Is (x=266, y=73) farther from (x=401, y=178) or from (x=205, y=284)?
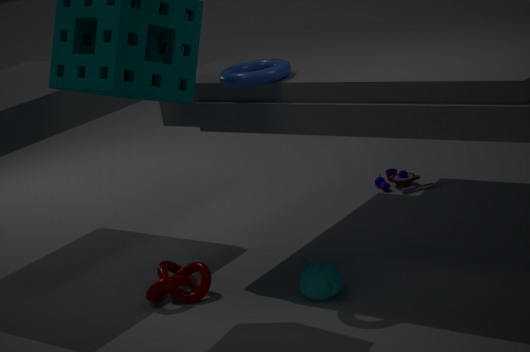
(x=401, y=178)
